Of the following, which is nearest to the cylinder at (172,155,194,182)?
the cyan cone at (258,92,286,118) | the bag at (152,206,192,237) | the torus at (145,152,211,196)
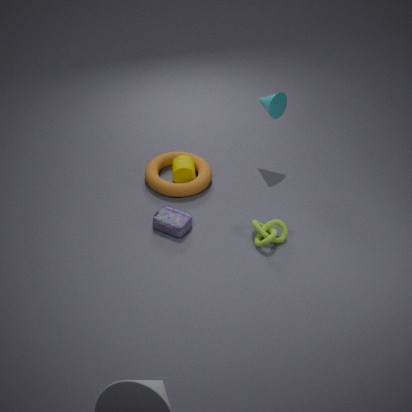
the torus at (145,152,211,196)
